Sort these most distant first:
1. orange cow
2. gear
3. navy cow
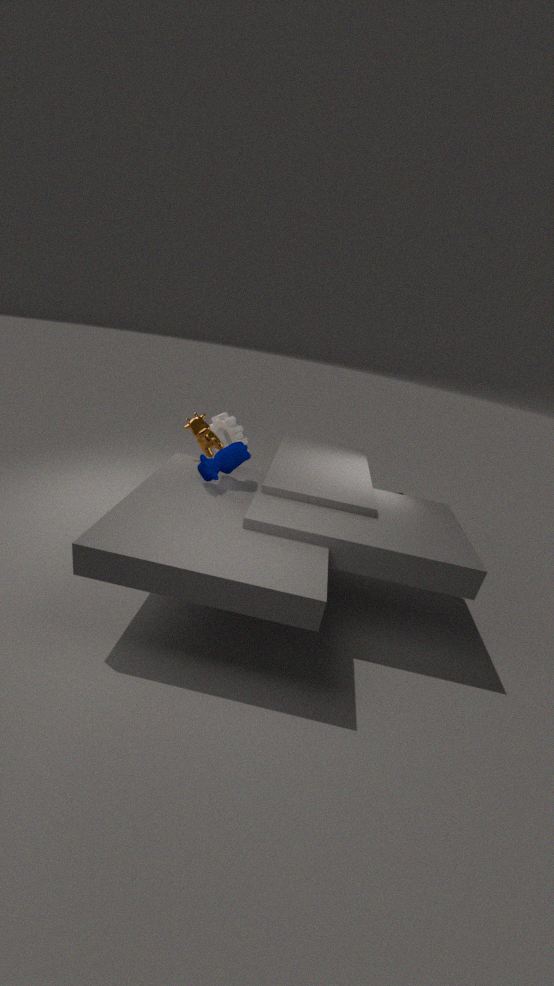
gear, orange cow, navy cow
